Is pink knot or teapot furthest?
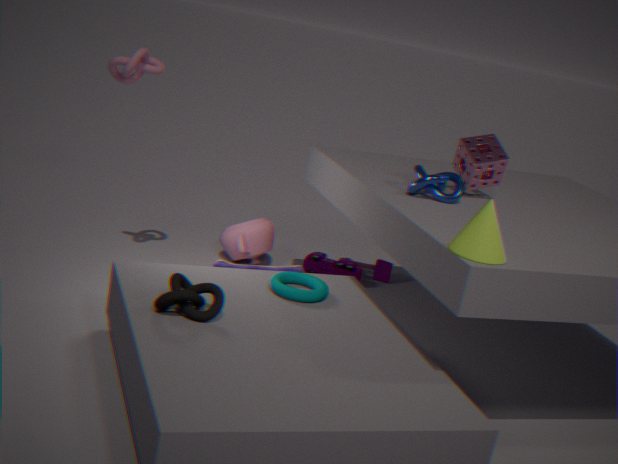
teapot
